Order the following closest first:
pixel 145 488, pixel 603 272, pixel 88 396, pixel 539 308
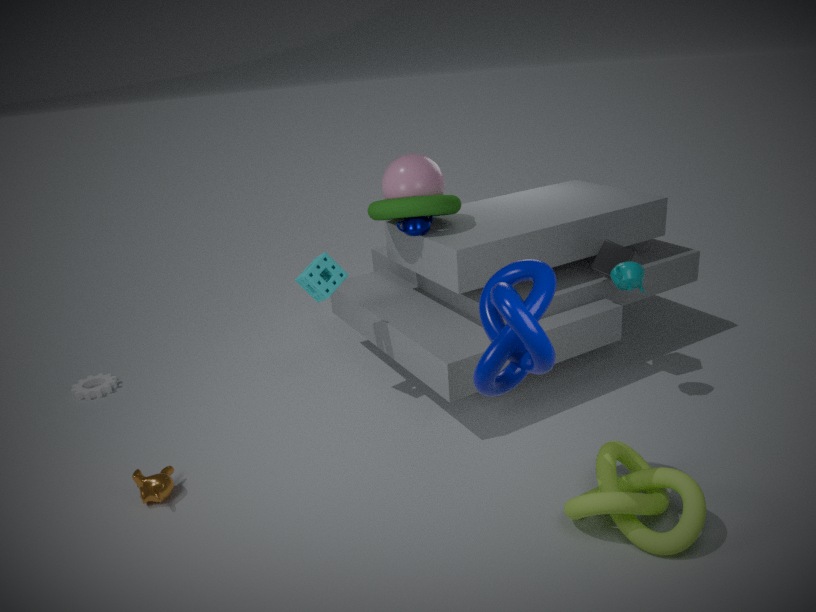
pixel 539 308 < pixel 145 488 < pixel 603 272 < pixel 88 396
